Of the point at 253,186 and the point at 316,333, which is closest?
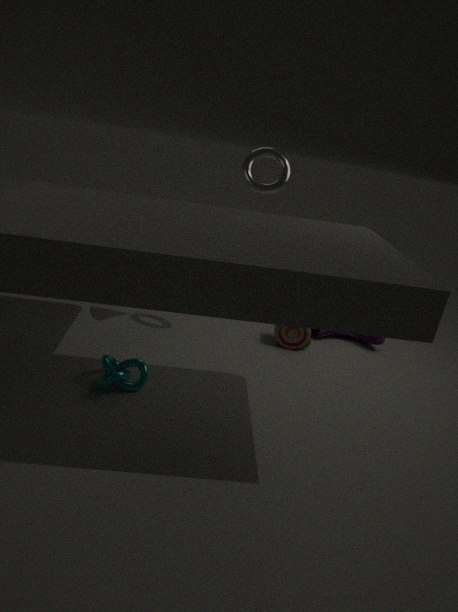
the point at 253,186
